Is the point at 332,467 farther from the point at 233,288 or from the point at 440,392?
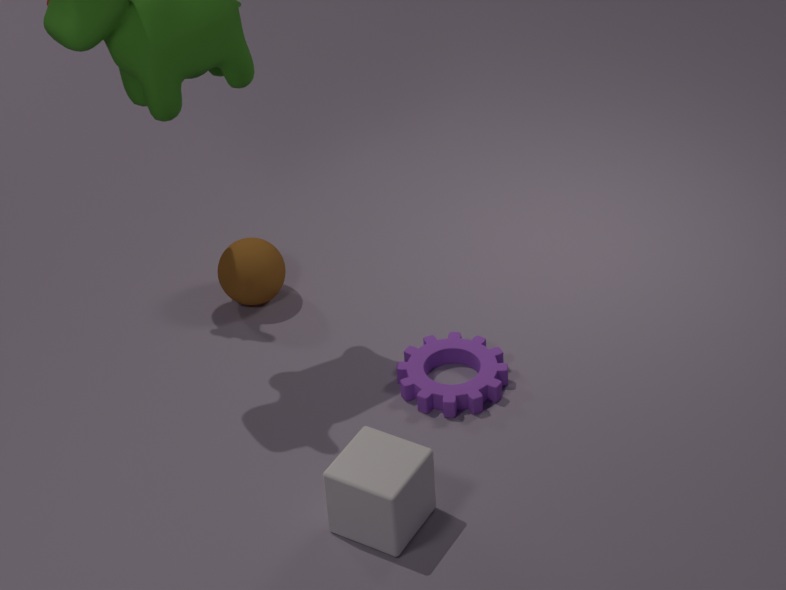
Answer: the point at 233,288
